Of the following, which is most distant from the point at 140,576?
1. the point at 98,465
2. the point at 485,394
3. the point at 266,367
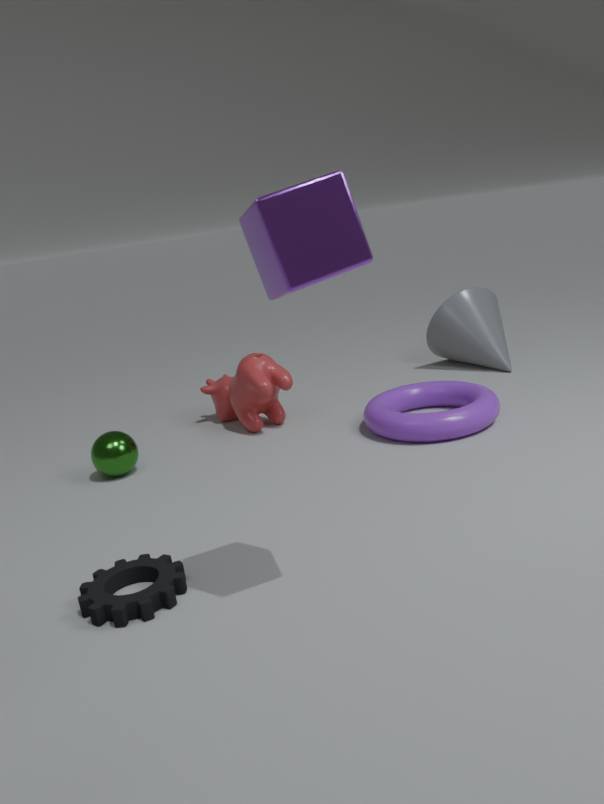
the point at 485,394
